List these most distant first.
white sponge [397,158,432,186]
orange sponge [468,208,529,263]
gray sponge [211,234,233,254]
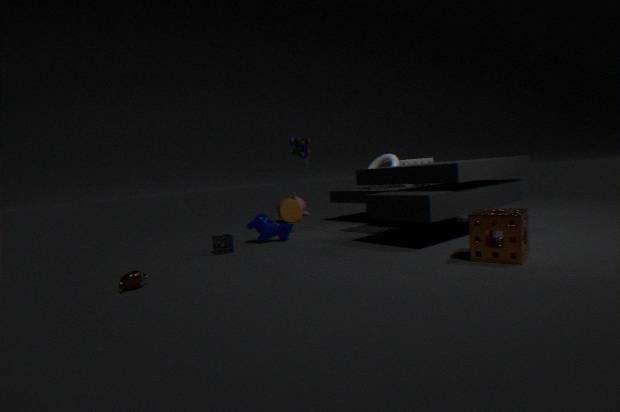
white sponge [397,158,432,186] → gray sponge [211,234,233,254] → orange sponge [468,208,529,263]
